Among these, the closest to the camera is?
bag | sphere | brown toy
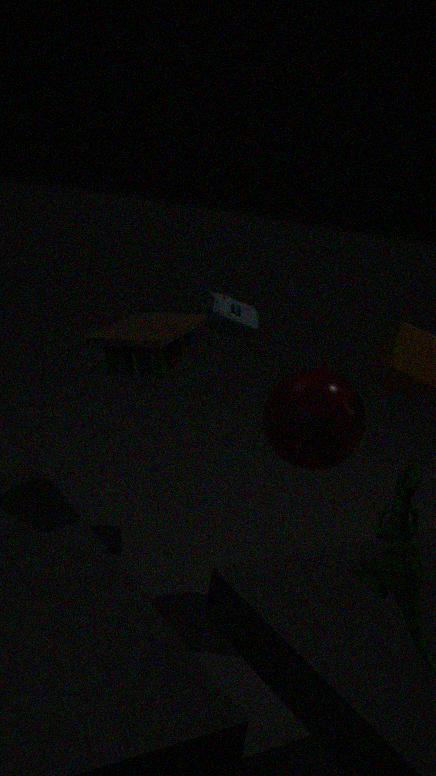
brown toy
